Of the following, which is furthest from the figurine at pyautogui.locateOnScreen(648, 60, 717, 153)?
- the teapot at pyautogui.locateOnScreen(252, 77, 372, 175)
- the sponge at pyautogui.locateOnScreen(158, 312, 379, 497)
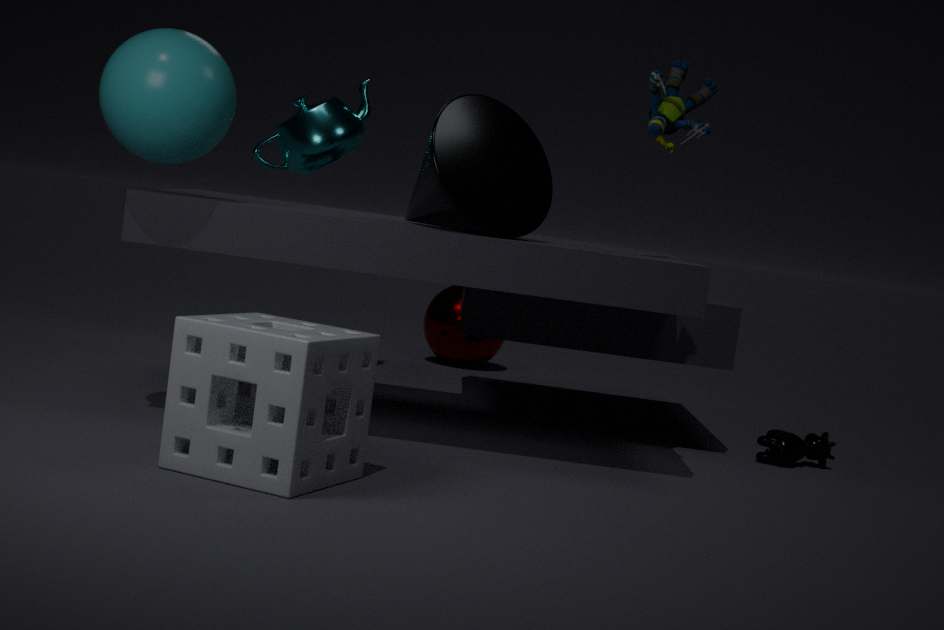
the teapot at pyautogui.locateOnScreen(252, 77, 372, 175)
